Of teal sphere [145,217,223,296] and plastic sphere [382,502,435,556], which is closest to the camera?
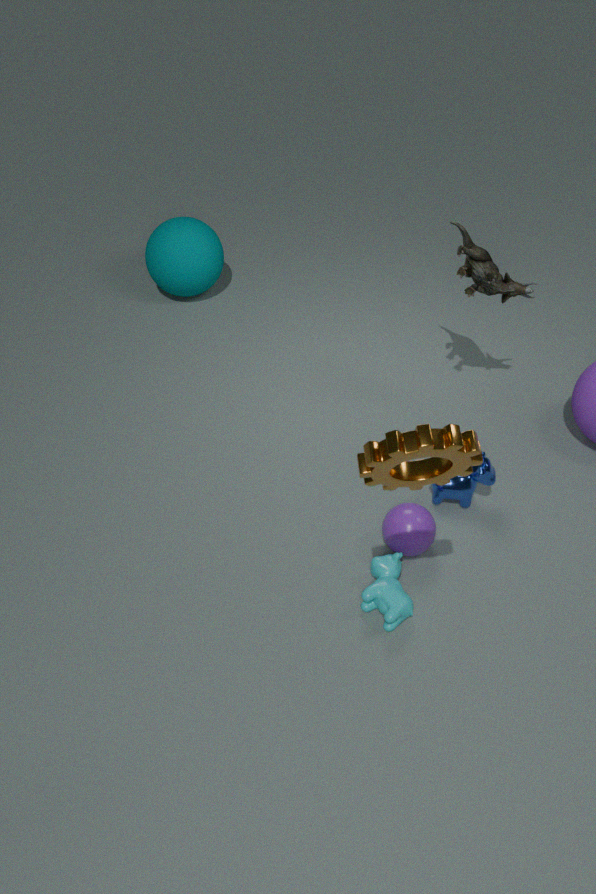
plastic sphere [382,502,435,556]
